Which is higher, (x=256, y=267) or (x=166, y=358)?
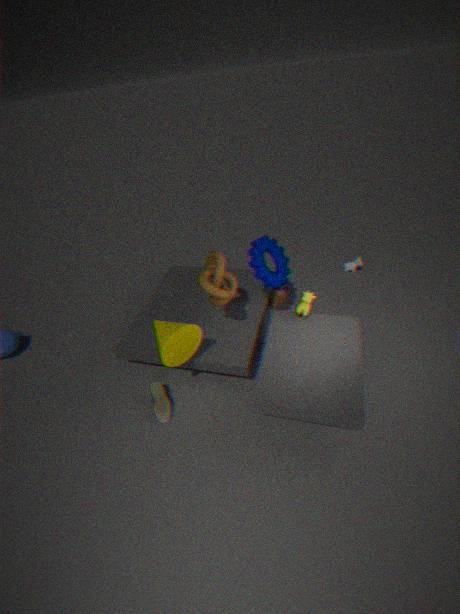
(x=256, y=267)
